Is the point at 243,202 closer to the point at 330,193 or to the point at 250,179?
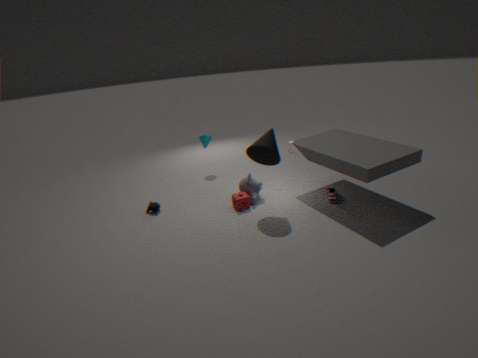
the point at 250,179
